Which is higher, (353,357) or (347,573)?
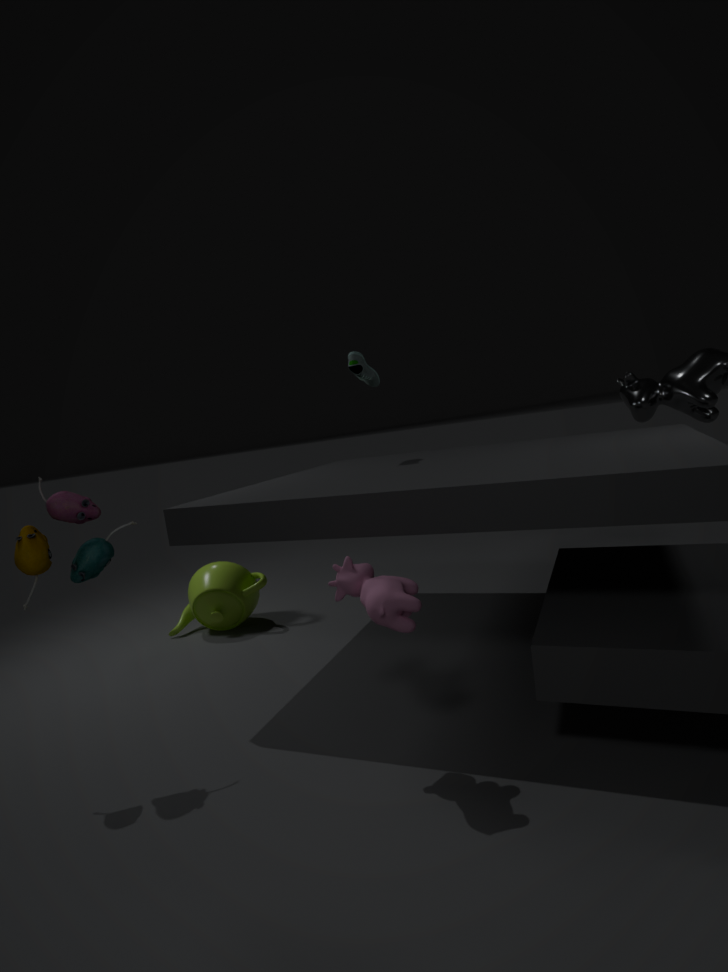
(353,357)
